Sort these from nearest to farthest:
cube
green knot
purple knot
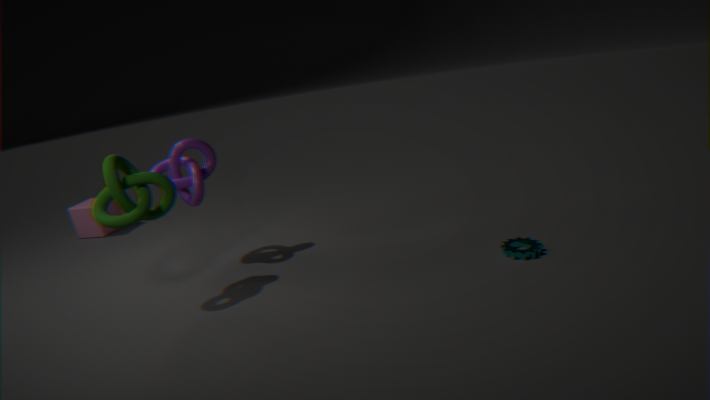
green knot < purple knot < cube
